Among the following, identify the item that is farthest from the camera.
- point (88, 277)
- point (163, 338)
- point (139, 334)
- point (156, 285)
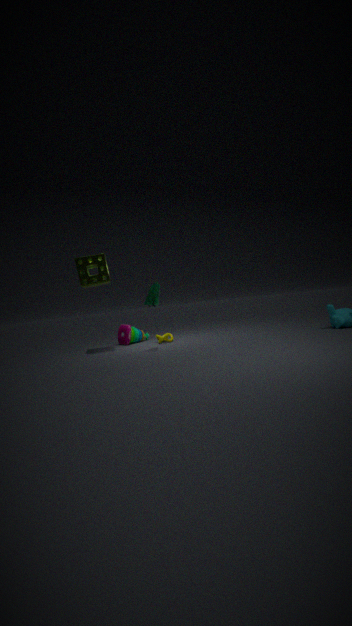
point (139, 334)
